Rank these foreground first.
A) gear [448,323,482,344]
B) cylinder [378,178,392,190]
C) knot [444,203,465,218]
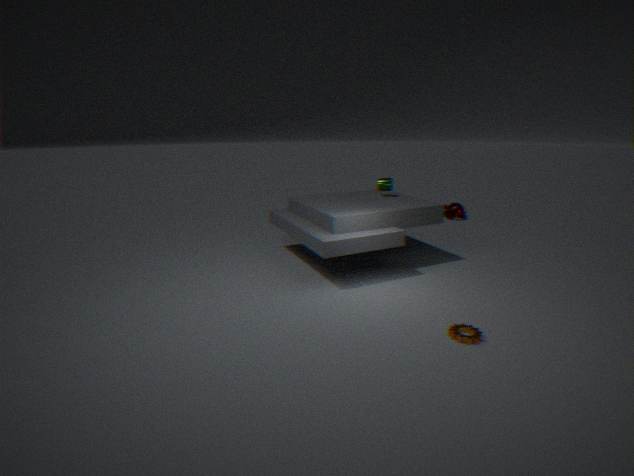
gear [448,323,482,344]
cylinder [378,178,392,190]
knot [444,203,465,218]
